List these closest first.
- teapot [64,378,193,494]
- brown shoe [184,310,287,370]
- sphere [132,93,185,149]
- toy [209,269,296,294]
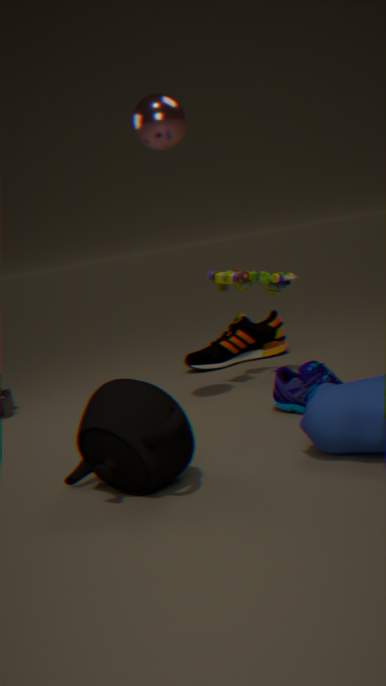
teapot [64,378,193,494] < sphere [132,93,185,149] < toy [209,269,296,294] < brown shoe [184,310,287,370]
